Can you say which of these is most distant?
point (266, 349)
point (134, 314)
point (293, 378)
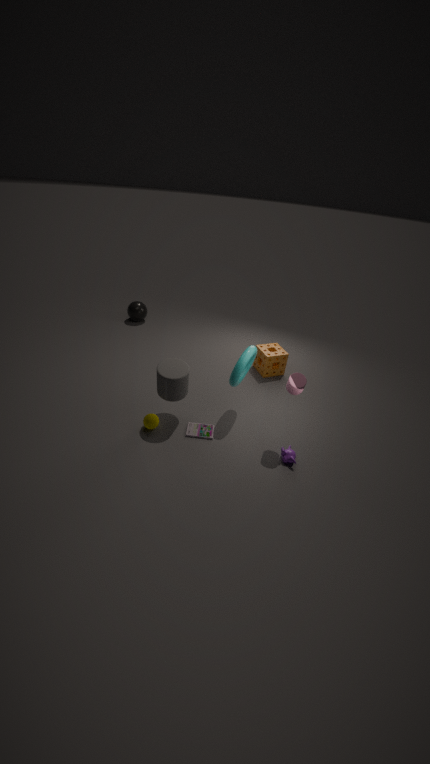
point (134, 314)
